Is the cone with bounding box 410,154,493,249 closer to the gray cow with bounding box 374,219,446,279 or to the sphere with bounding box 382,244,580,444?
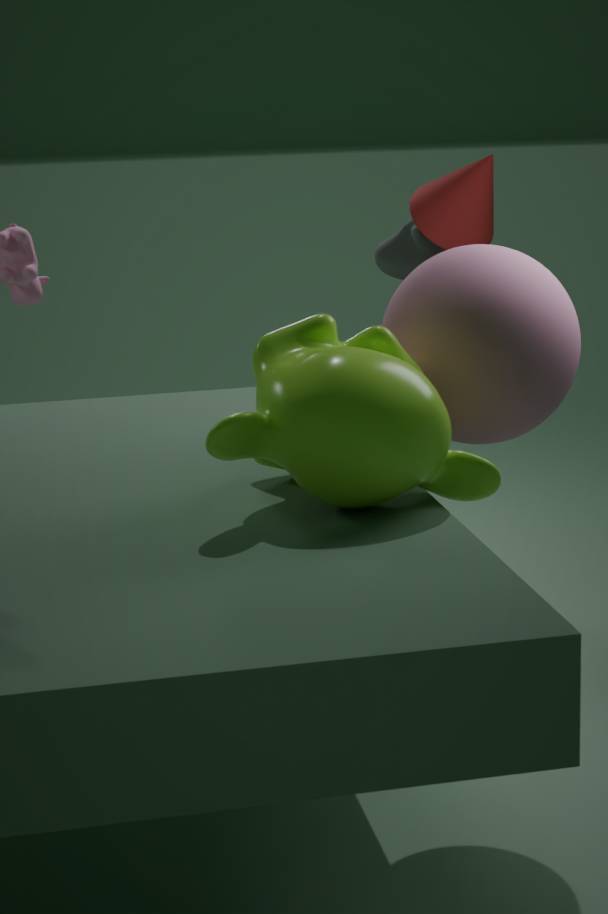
the gray cow with bounding box 374,219,446,279
